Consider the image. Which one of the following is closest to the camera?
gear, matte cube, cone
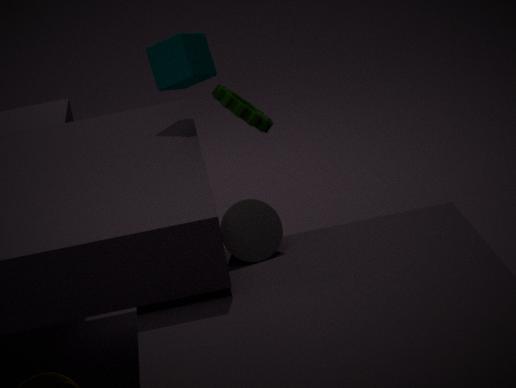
cone
